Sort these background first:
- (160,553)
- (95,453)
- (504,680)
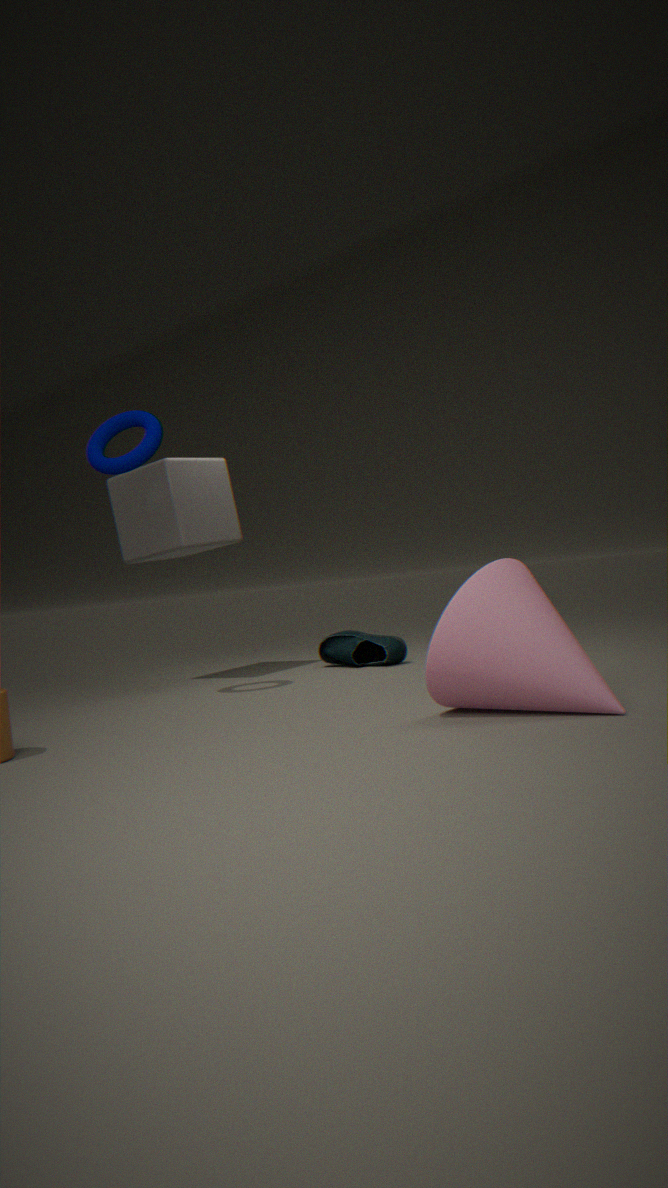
(160,553)
(95,453)
(504,680)
